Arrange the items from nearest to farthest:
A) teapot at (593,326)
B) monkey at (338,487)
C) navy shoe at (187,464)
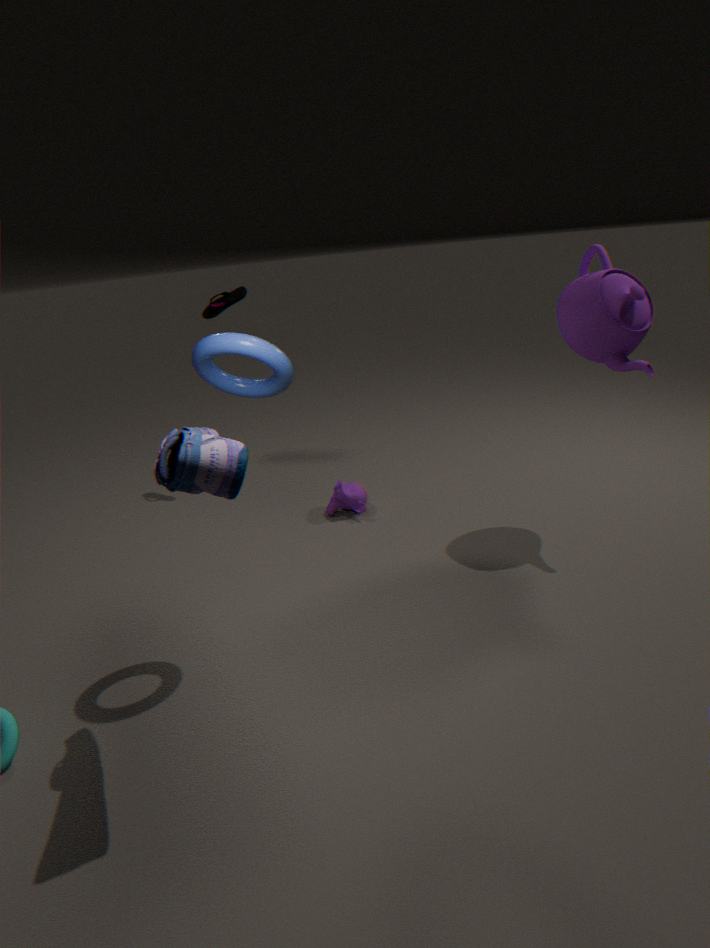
navy shoe at (187,464)
teapot at (593,326)
monkey at (338,487)
